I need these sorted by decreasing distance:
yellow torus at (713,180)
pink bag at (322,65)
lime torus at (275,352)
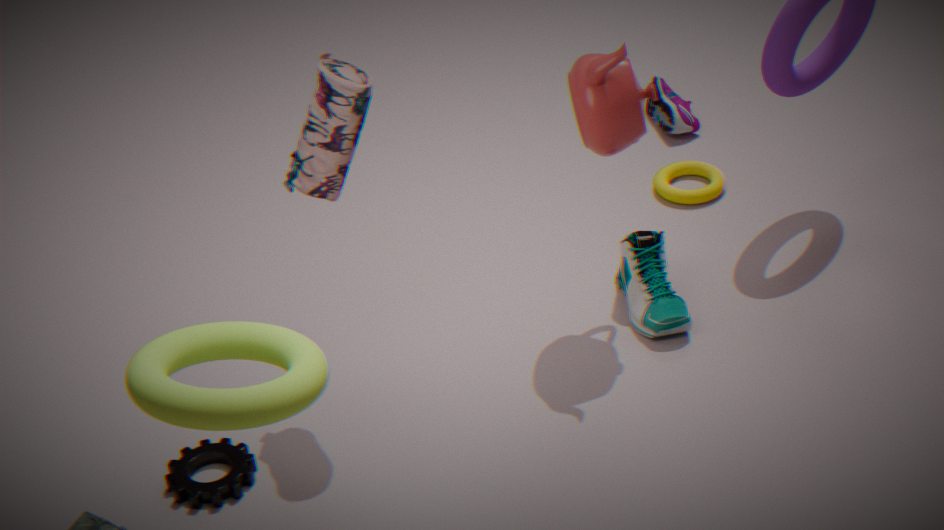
yellow torus at (713,180) < pink bag at (322,65) < lime torus at (275,352)
